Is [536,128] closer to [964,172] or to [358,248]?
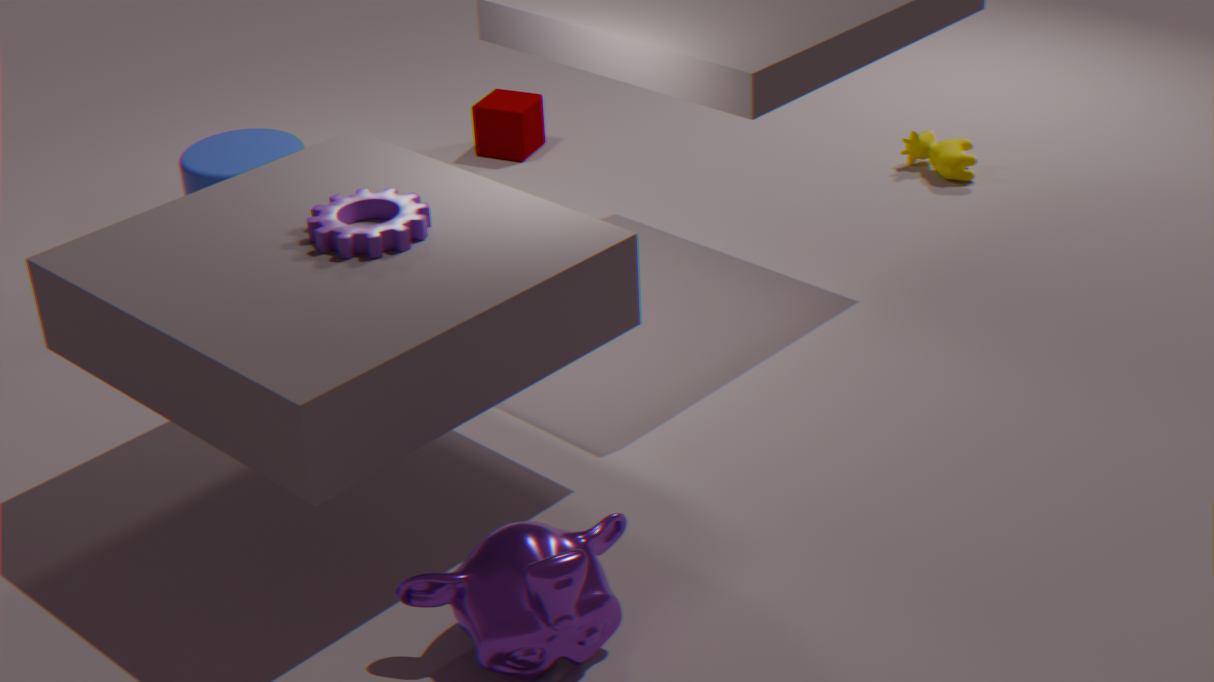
[964,172]
